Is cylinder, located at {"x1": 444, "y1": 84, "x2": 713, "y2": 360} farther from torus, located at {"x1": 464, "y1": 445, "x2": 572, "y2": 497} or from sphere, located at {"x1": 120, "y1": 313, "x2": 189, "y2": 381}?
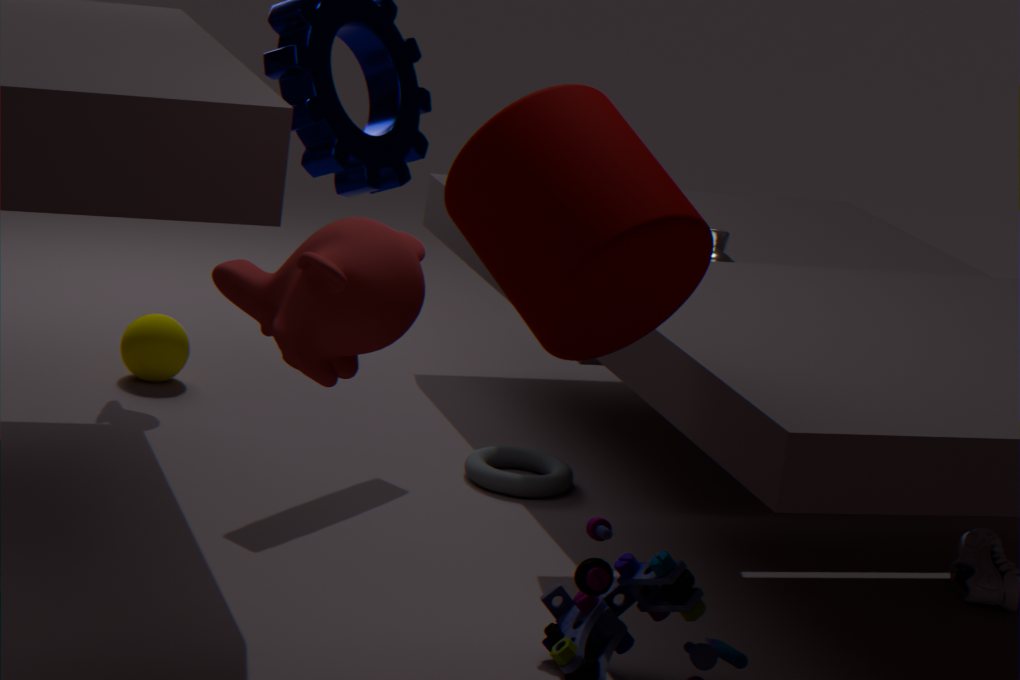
sphere, located at {"x1": 120, "y1": 313, "x2": 189, "y2": 381}
